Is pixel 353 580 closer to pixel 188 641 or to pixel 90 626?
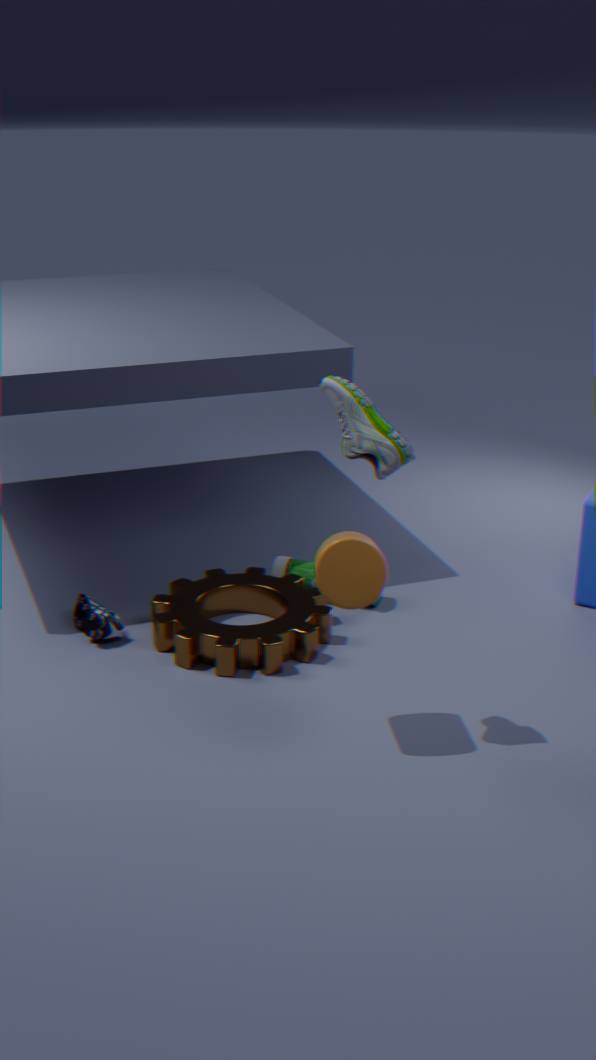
pixel 188 641
